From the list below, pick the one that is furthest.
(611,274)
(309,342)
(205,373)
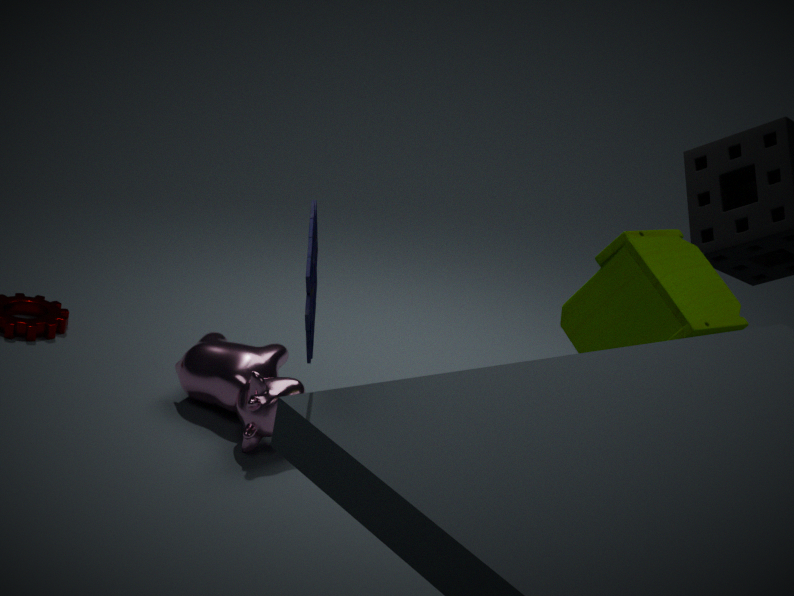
(205,373)
